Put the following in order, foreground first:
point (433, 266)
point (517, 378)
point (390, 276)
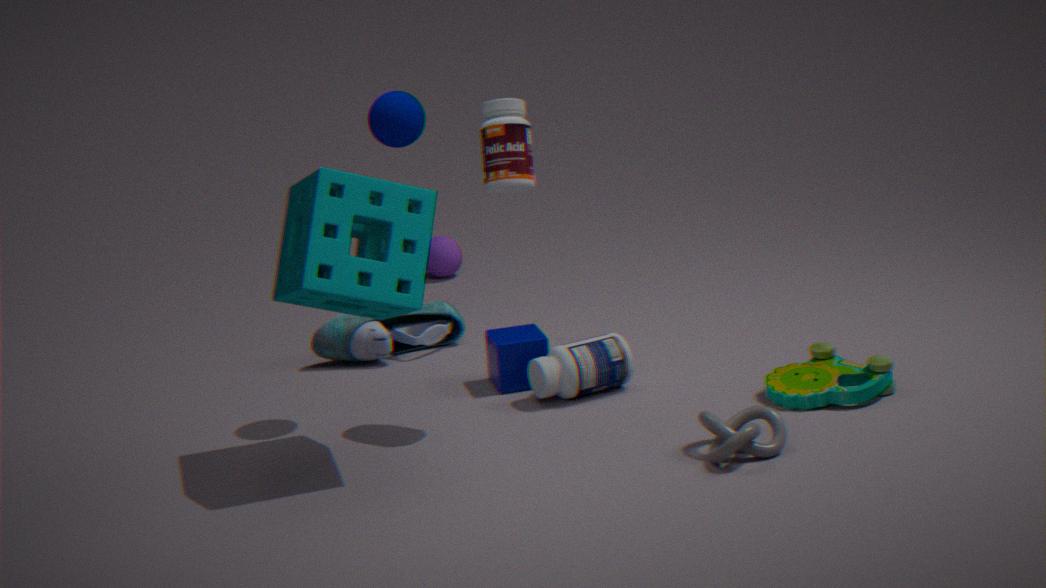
point (390, 276)
point (517, 378)
point (433, 266)
